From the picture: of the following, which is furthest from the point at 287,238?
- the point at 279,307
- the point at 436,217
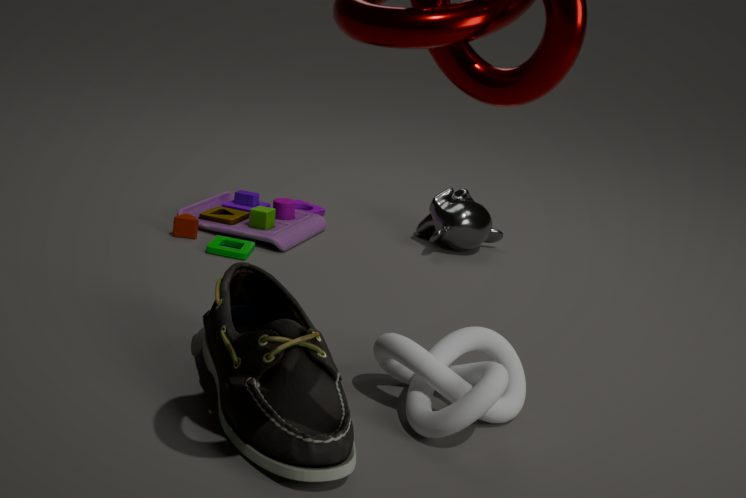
the point at 279,307
